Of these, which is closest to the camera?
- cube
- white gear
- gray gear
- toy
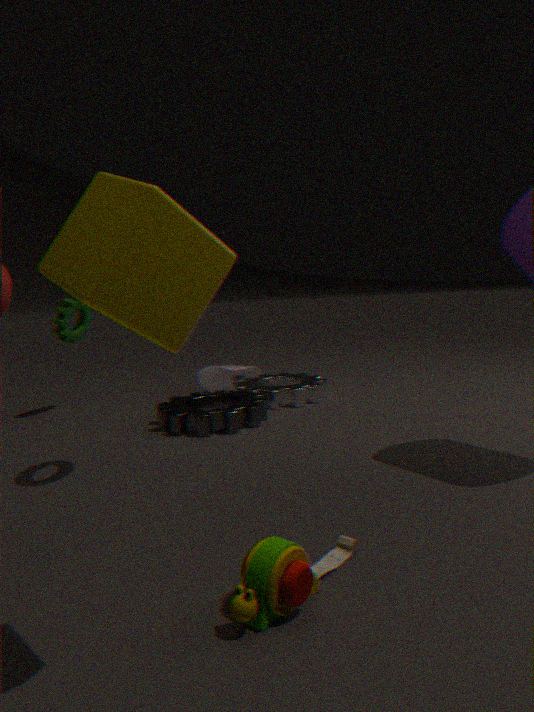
cube
